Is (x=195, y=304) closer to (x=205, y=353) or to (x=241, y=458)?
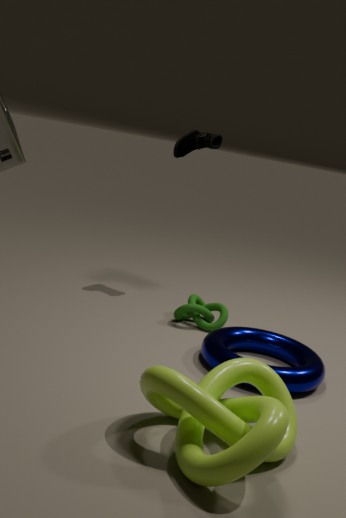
(x=205, y=353)
